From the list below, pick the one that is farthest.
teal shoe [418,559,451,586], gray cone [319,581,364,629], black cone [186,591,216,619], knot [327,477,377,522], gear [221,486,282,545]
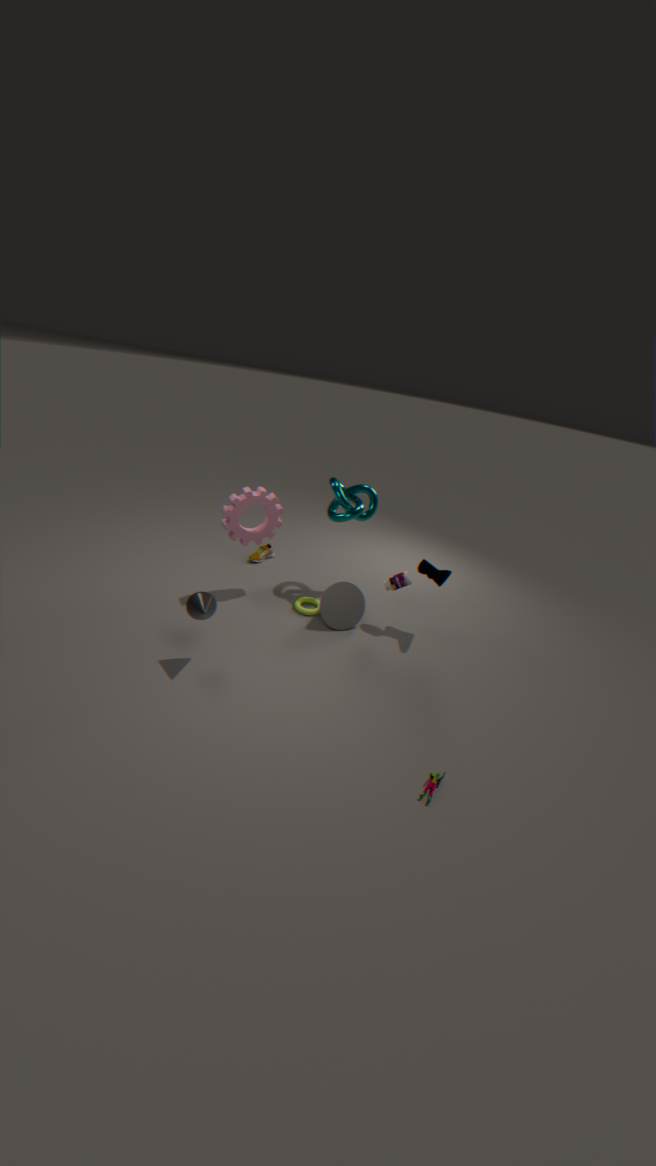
knot [327,477,377,522]
